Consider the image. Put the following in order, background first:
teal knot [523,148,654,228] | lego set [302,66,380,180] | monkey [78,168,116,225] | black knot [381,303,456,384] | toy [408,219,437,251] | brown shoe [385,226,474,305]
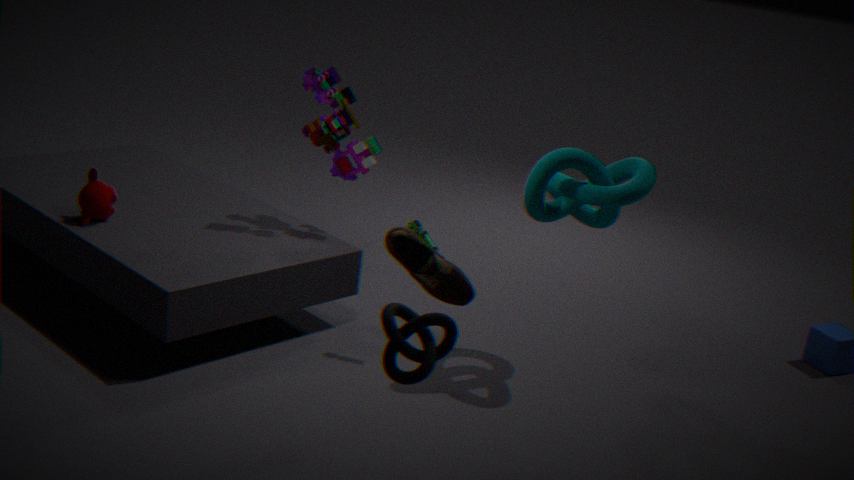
lego set [302,66,380,180] < monkey [78,168,116,225] < toy [408,219,437,251] < teal knot [523,148,654,228] < black knot [381,303,456,384] < brown shoe [385,226,474,305]
